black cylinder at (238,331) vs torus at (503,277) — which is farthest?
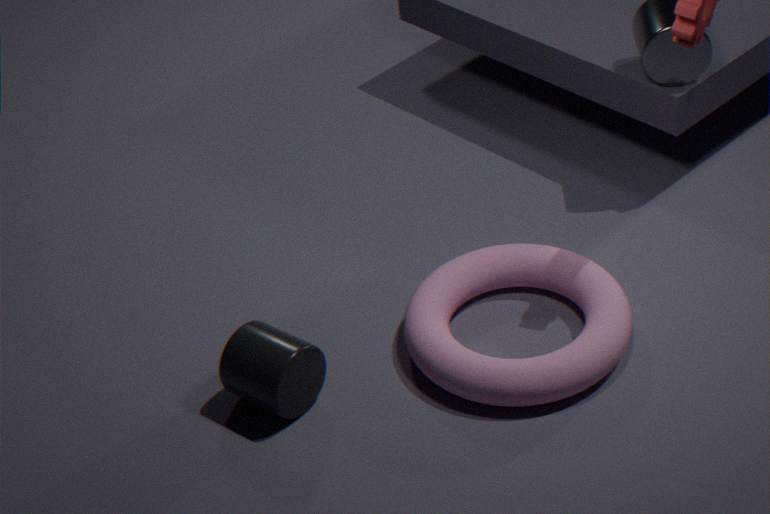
torus at (503,277)
